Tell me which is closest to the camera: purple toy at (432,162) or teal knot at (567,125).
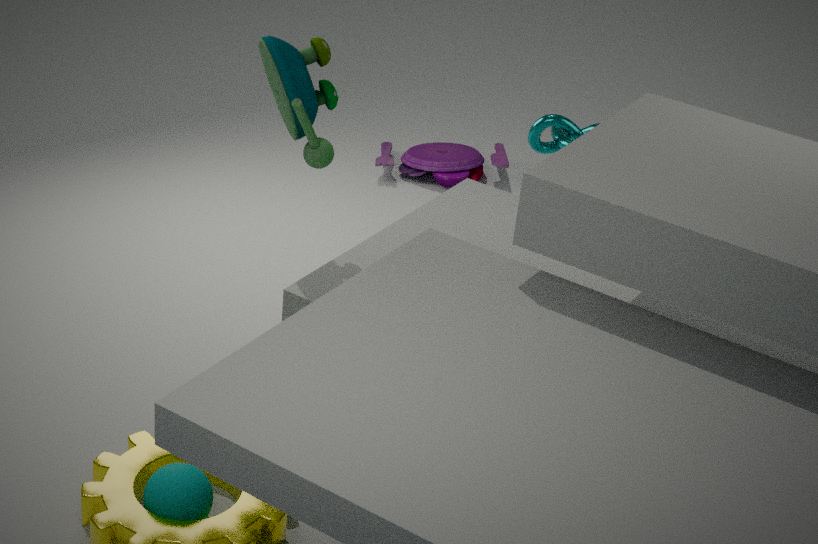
teal knot at (567,125)
